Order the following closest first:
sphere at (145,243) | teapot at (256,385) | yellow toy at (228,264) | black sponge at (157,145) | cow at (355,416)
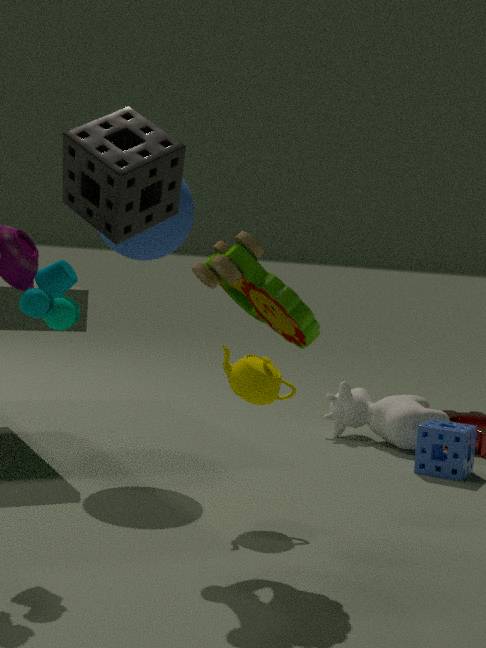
black sponge at (157,145) < yellow toy at (228,264) < teapot at (256,385) < sphere at (145,243) < cow at (355,416)
